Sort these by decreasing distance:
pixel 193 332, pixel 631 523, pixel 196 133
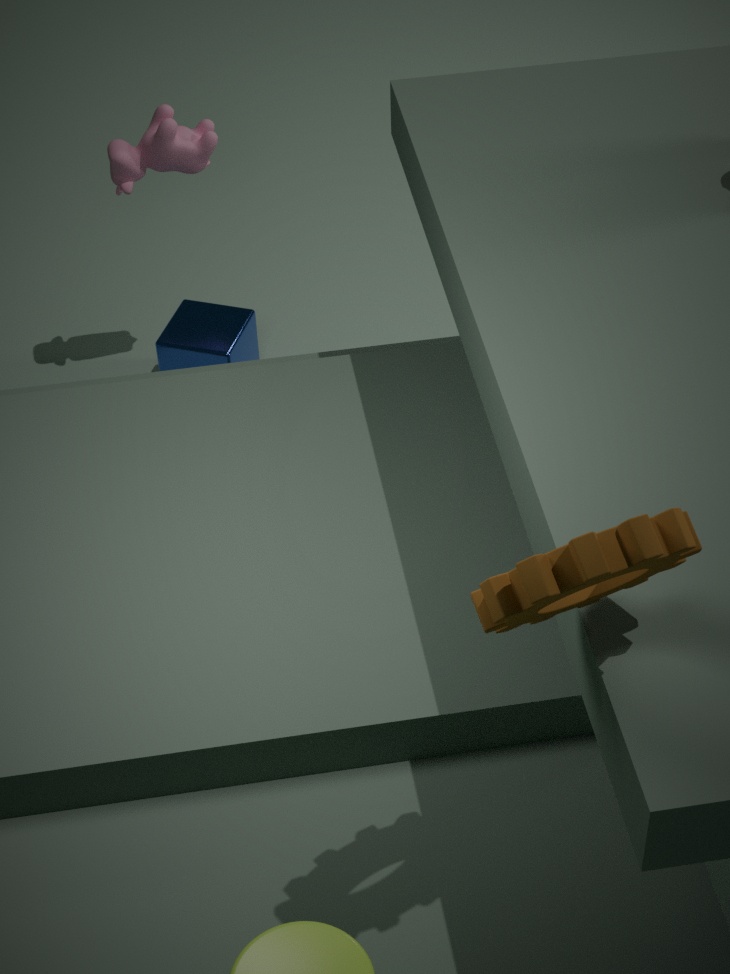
pixel 193 332 < pixel 196 133 < pixel 631 523
